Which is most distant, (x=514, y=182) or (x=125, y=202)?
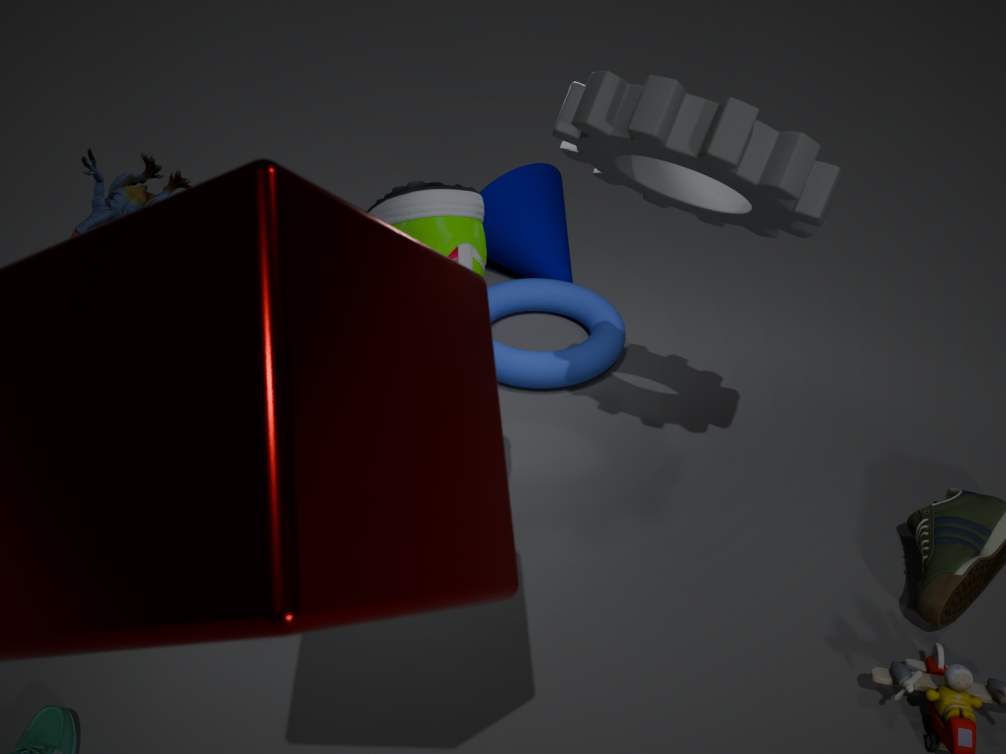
(x=514, y=182)
